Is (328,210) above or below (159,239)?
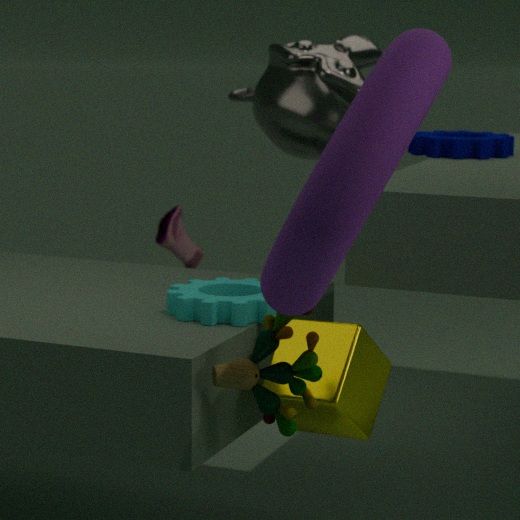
above
